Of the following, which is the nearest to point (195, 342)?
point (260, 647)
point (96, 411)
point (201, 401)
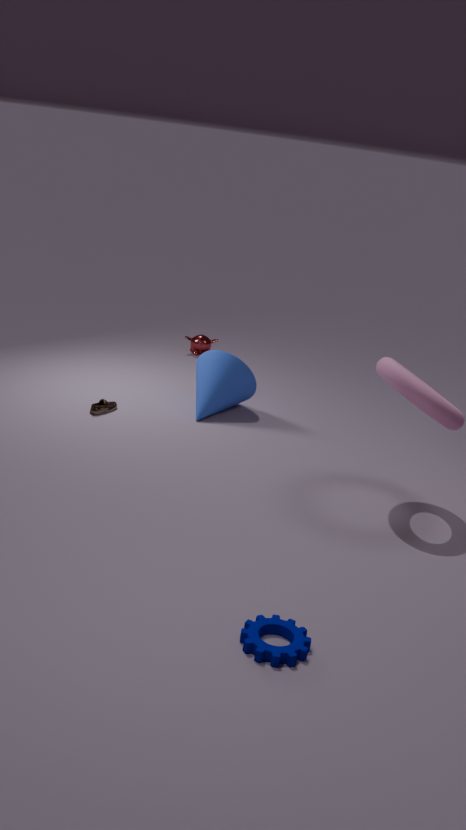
point (201, 401)
